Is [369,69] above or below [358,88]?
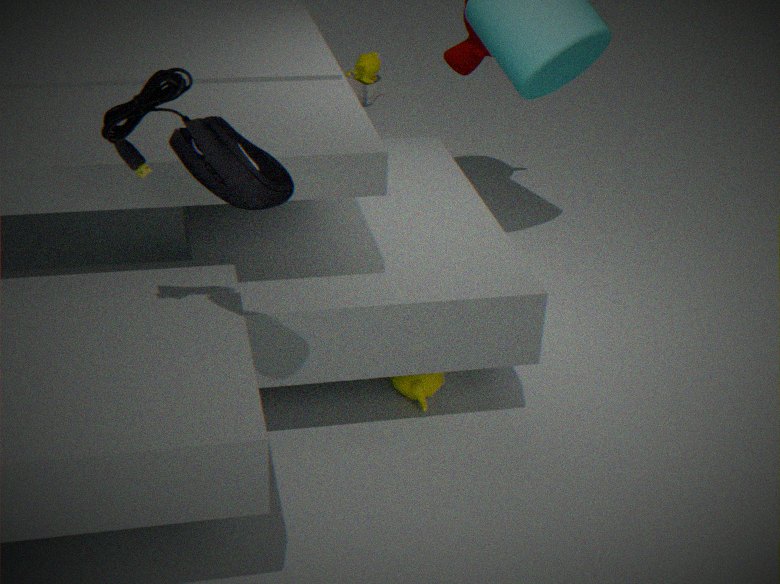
below
